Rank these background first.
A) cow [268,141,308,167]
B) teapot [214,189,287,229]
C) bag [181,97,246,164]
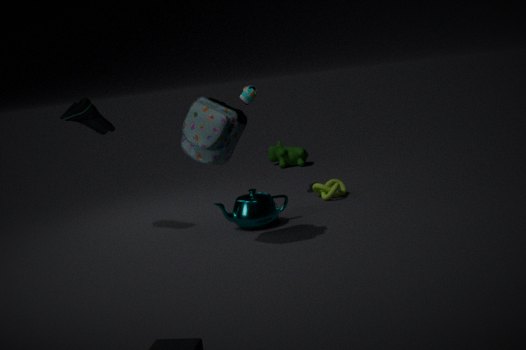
cow [268,141,308,167] → teapot [214,189,287,229] → bag [181,97,246,164]
